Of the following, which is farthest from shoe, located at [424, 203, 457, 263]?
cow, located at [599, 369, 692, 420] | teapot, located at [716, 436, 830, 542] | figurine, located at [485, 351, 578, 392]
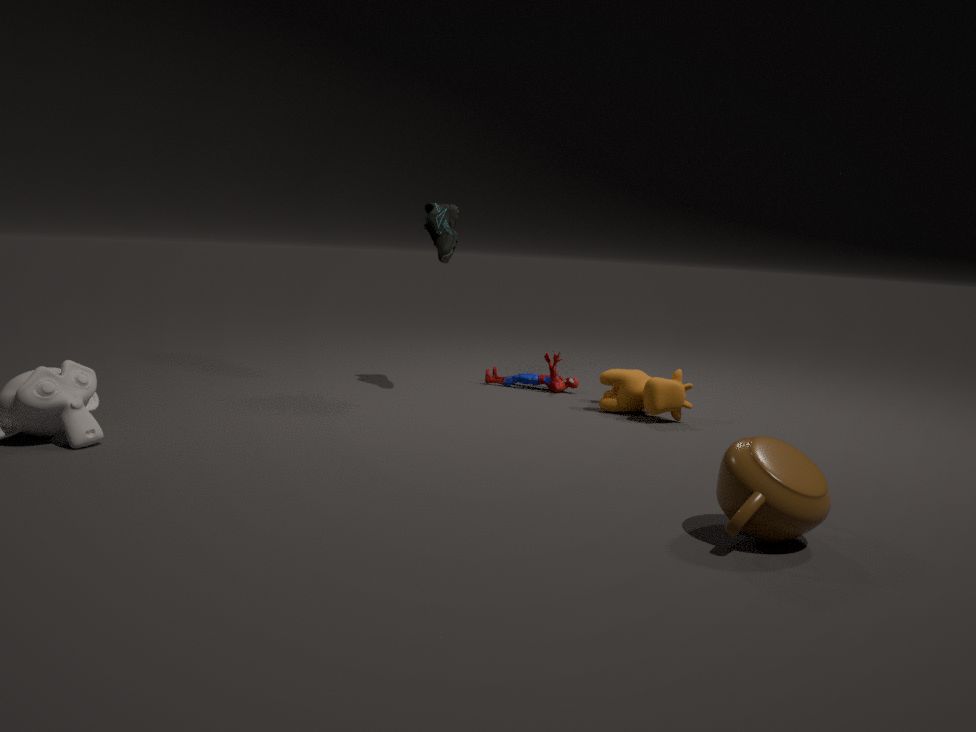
teapot, located at [716, 436, 830, 542]
